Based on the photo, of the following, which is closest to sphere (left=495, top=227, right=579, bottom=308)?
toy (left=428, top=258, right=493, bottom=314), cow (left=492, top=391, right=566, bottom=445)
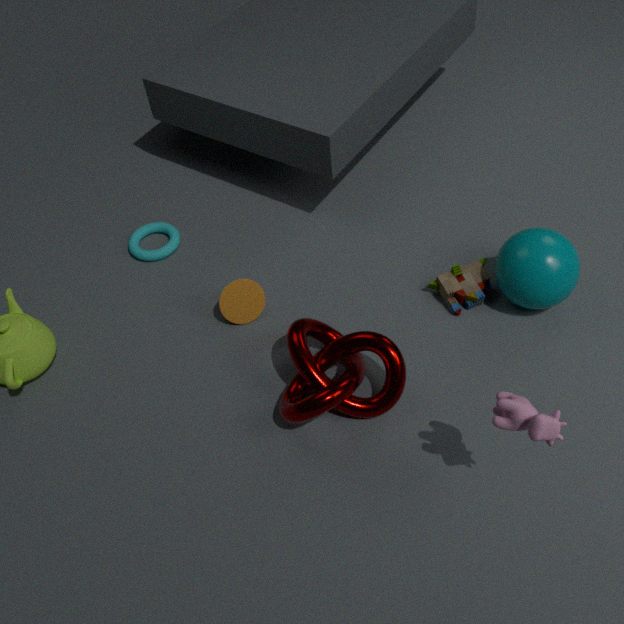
toy (left=428, top=258, right=493, bottom=314)
